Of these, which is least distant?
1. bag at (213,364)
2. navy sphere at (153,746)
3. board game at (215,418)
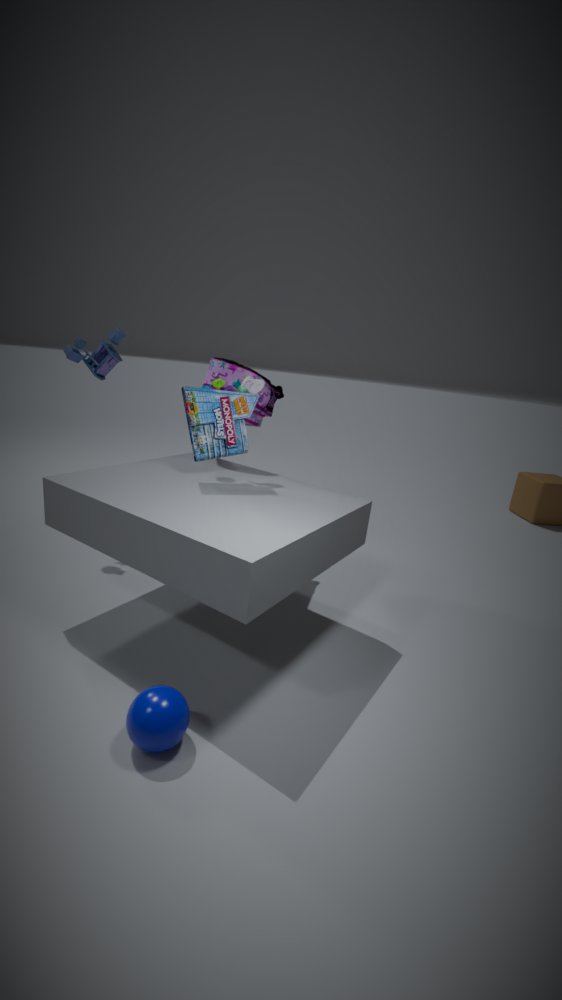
navy sphere at (153,746)
